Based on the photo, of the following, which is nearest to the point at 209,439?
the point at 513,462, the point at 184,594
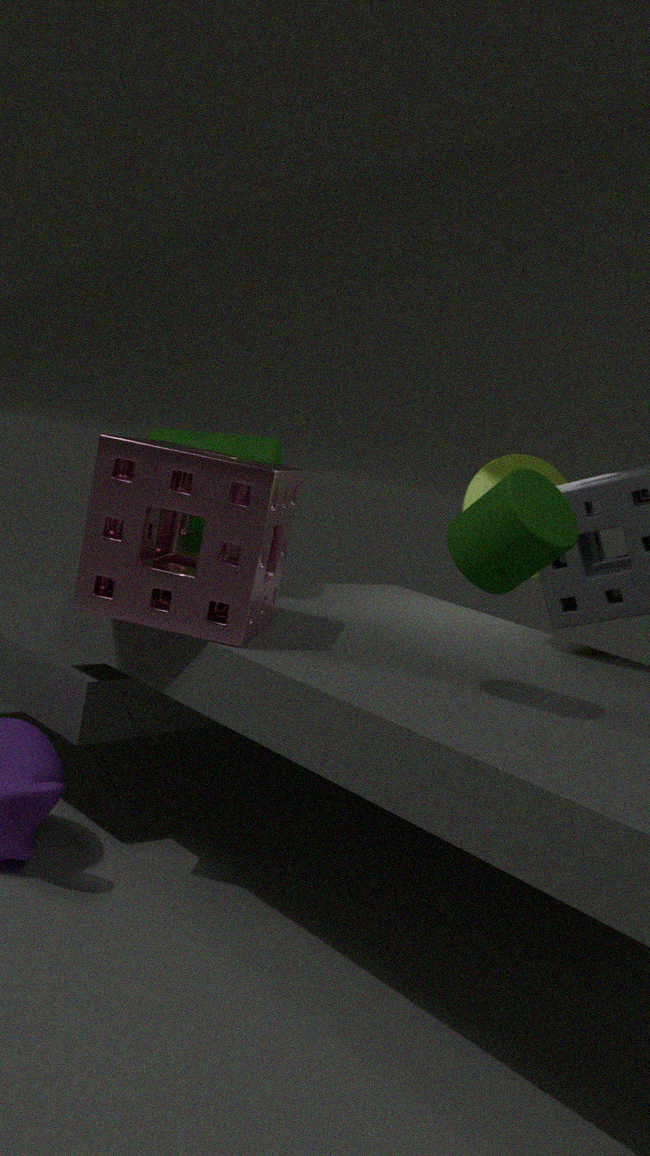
the point at 184,594
